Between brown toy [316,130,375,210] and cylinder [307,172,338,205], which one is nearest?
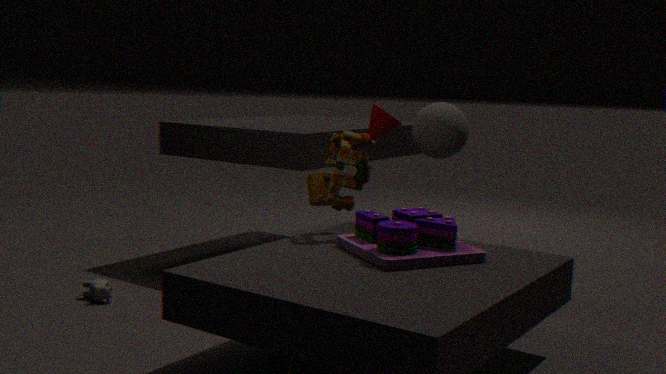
brown toy [316,130,375,210]
